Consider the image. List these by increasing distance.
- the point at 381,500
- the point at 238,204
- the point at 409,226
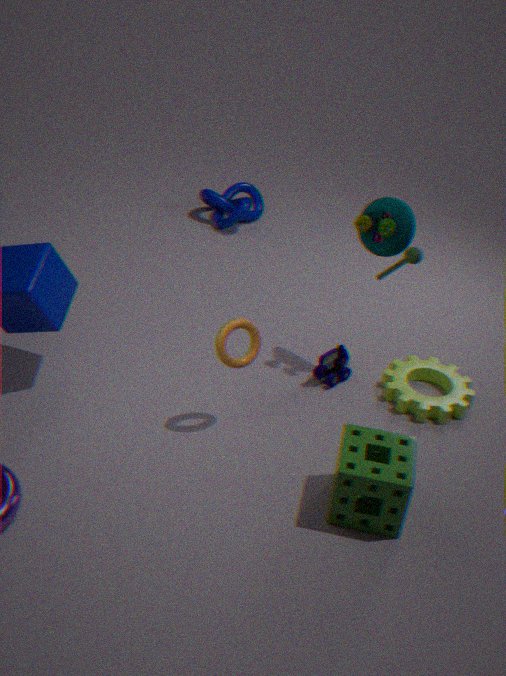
the point at 381,500
the point at 409,226
the point at 238,204
